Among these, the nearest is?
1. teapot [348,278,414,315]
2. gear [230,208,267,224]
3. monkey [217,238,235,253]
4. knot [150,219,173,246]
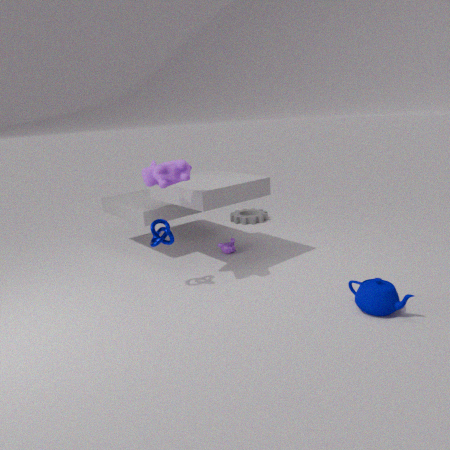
teapot [348,278,414,315]
